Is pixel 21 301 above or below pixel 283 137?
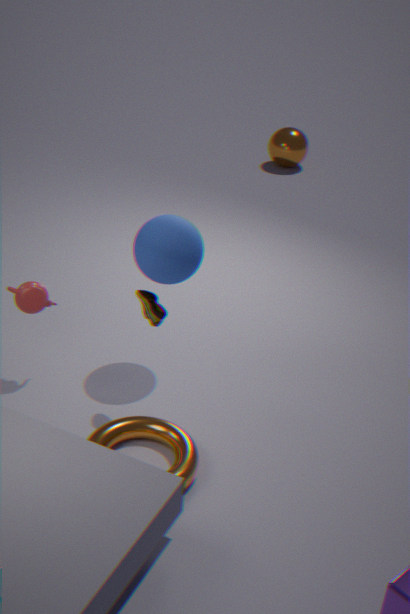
above
